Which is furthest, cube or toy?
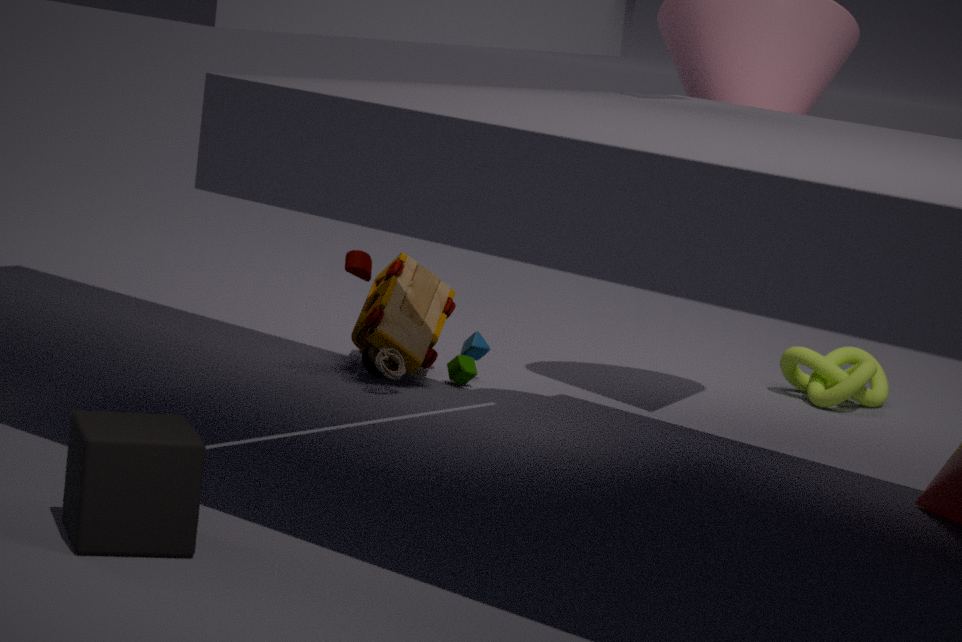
toy
